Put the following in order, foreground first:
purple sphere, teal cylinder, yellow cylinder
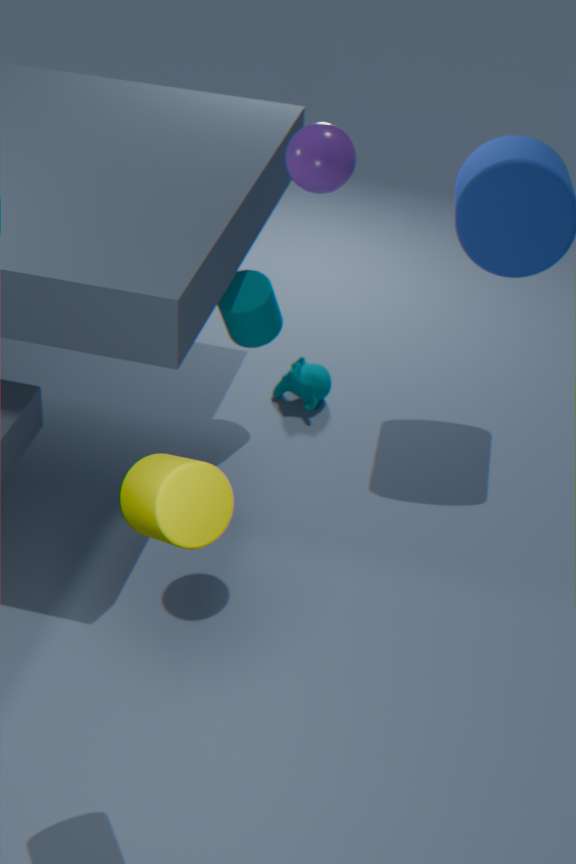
1. yellow cylinder
2. purple sphere
3. teal cylinder
